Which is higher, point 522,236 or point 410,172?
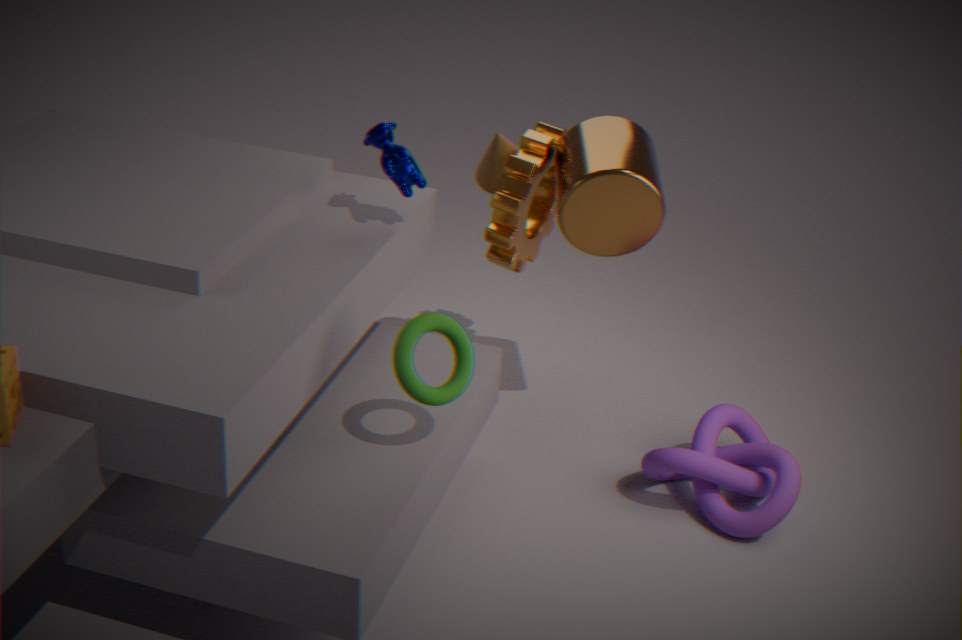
point 410,172
